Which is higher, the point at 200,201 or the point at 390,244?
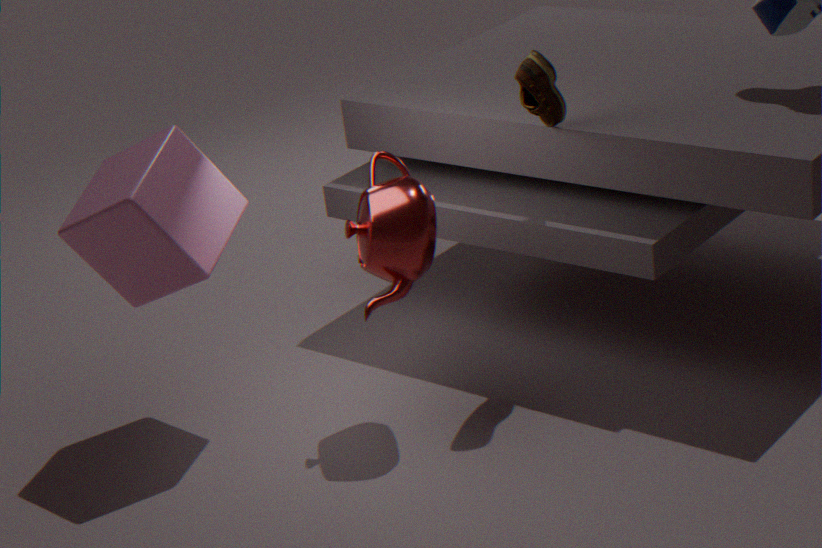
the point at 200,201
